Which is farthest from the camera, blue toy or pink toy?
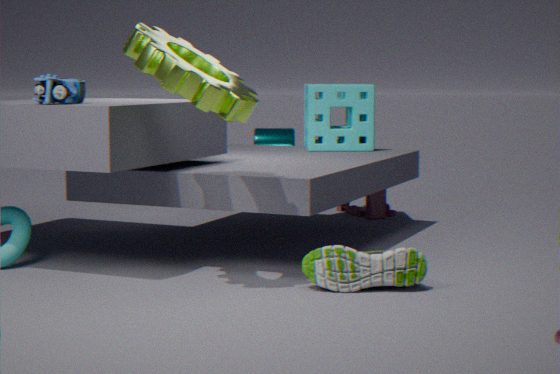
pink toy
